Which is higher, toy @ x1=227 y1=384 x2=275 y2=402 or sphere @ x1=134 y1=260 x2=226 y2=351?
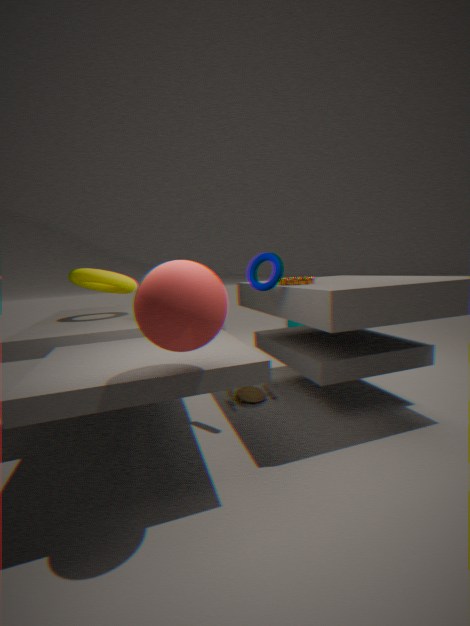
sphere @ x1=134 y1=260 x2=226 y2=351
